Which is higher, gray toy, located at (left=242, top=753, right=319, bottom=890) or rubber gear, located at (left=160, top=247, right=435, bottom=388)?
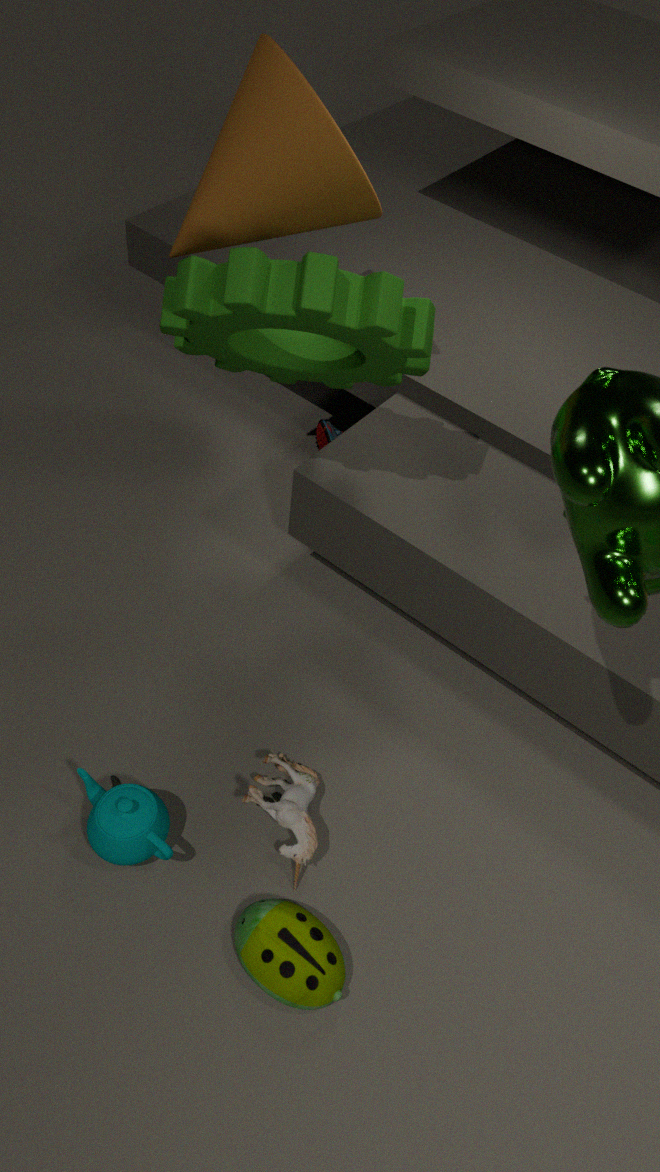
rubber gear, located at (left=160, top=247, right=435, bottom=388)
